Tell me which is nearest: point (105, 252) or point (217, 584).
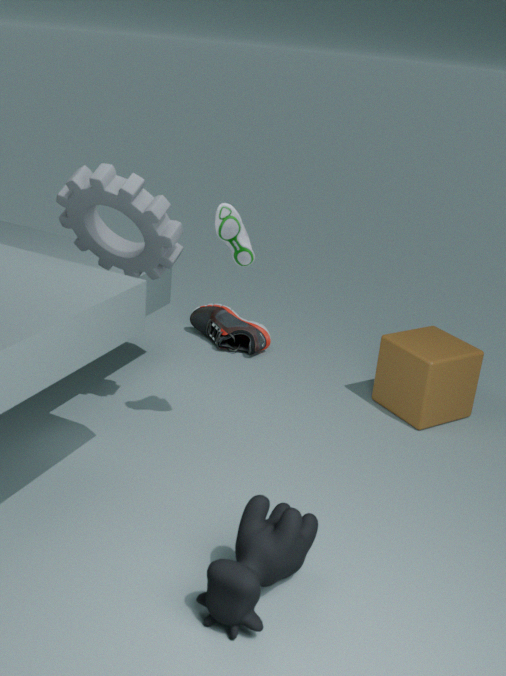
point (217, 584)
